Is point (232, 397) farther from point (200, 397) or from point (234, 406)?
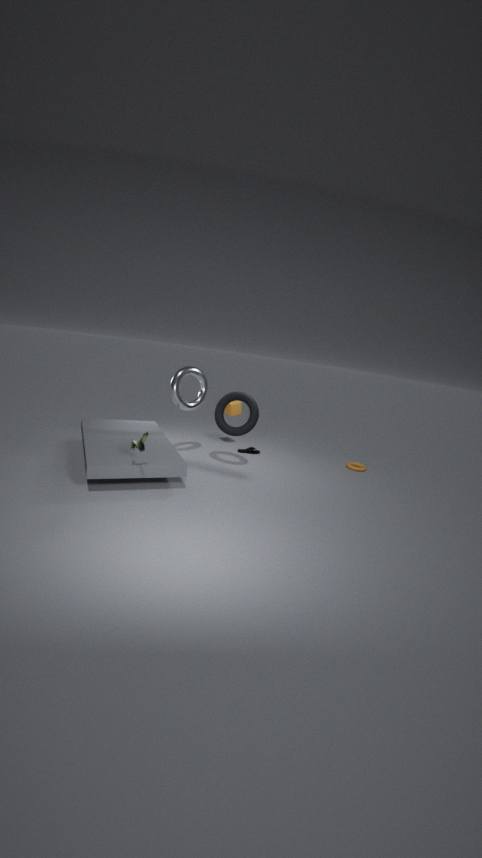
point (234, 406)
